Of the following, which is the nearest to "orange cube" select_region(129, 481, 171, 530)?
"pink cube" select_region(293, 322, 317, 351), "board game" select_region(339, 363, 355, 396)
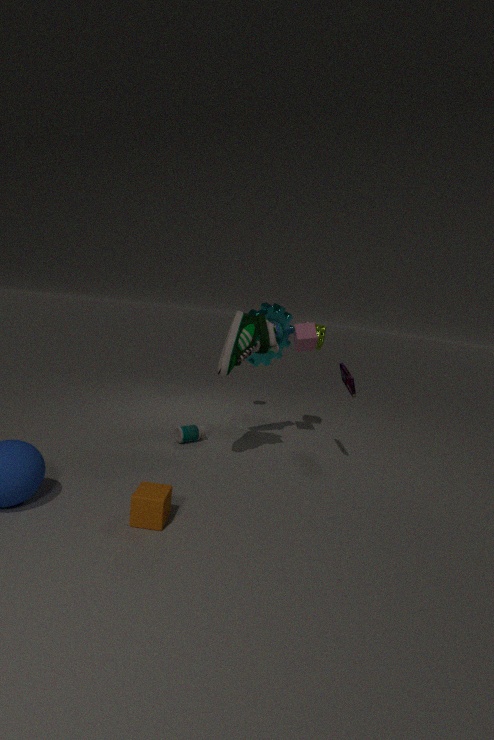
"board game" select_region(339, 363, 355, 396)
